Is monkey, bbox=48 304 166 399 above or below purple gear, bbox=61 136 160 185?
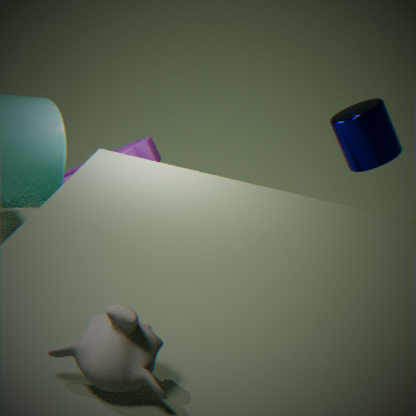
above
